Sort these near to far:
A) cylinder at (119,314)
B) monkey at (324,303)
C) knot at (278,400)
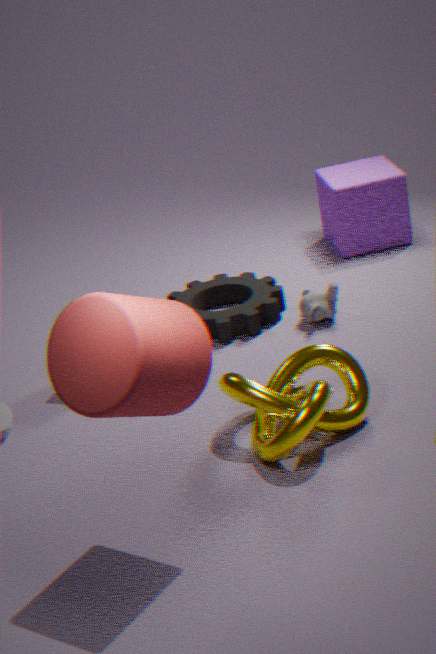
cylinder at (119,314)
knot at (278,400)
monkey at (324,303)
